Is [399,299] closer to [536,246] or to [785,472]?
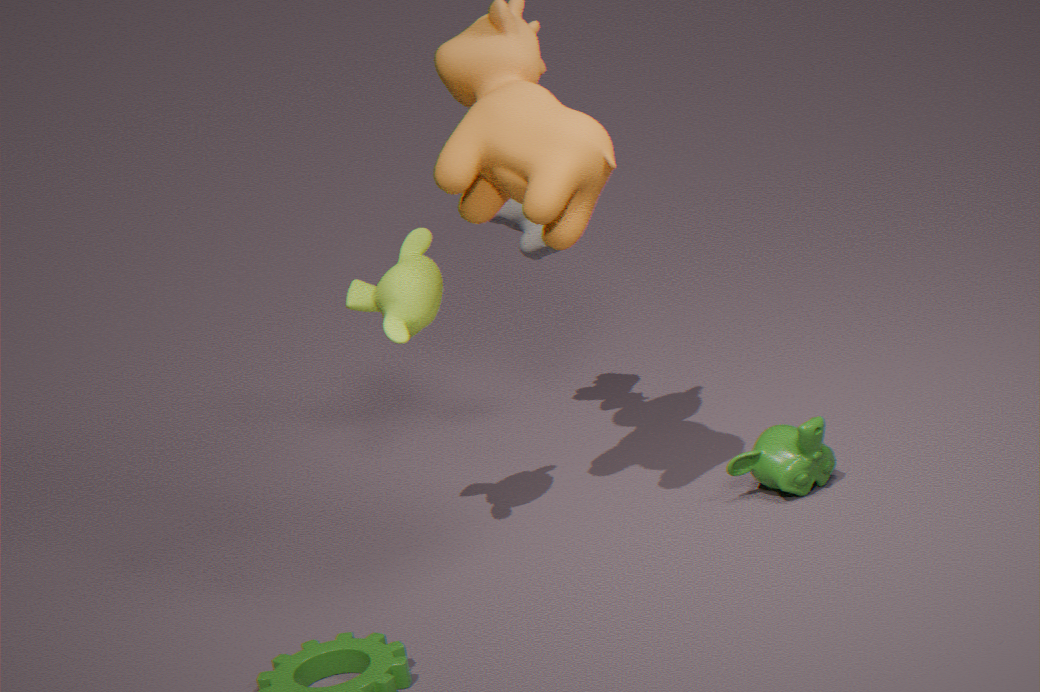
[536,246]
